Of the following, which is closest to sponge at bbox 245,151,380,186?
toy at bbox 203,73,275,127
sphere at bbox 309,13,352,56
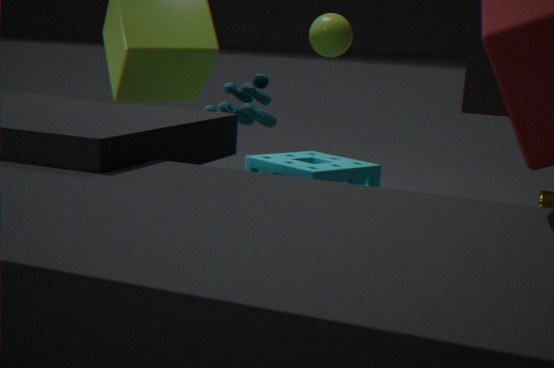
toy at bbox 203,73,275,127
